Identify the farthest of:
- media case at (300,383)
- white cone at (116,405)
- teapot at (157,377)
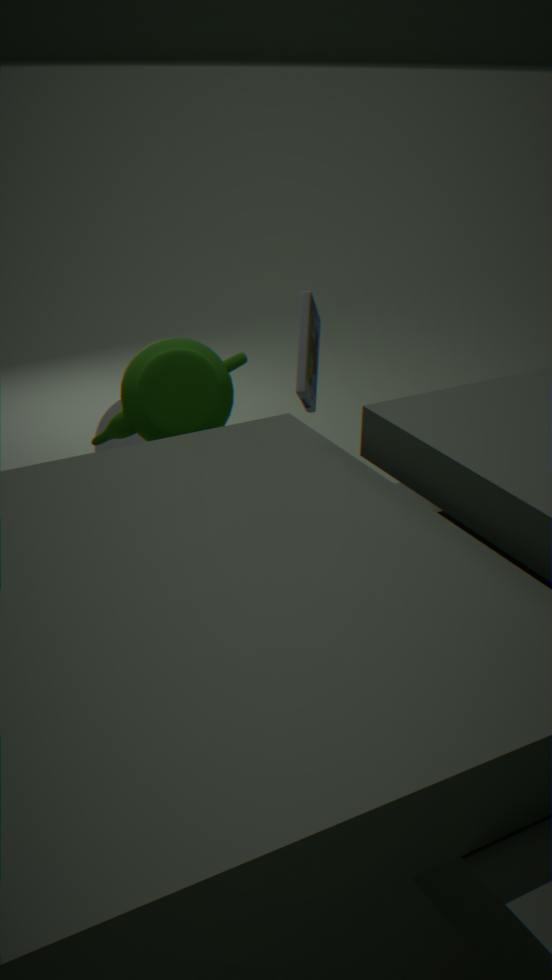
white cone at (116,405)
